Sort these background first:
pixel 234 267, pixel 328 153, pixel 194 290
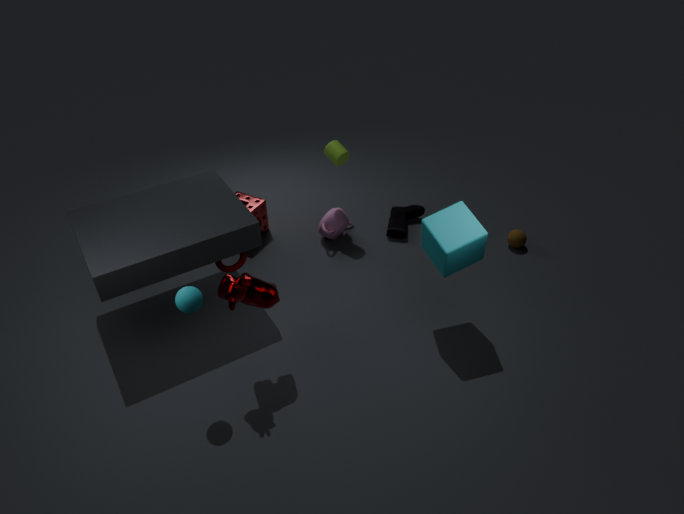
pixel 328 153 → pixel 234 267 → pixel 194 290
